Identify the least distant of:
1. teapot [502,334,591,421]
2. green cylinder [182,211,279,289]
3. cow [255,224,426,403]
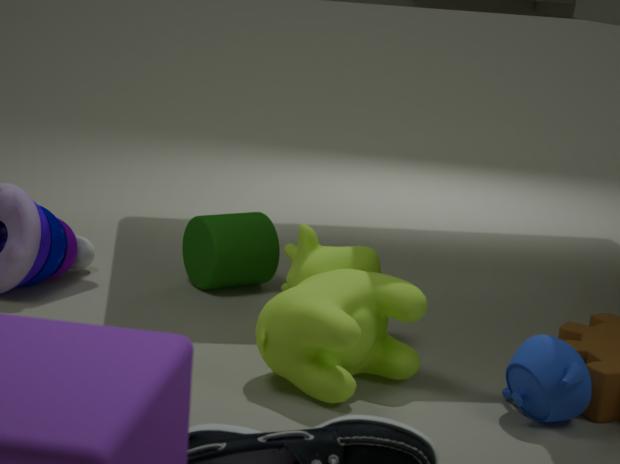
teapot [502,334,591,421]
